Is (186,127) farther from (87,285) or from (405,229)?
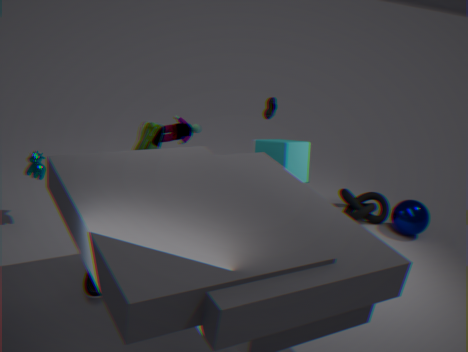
(405,229)
